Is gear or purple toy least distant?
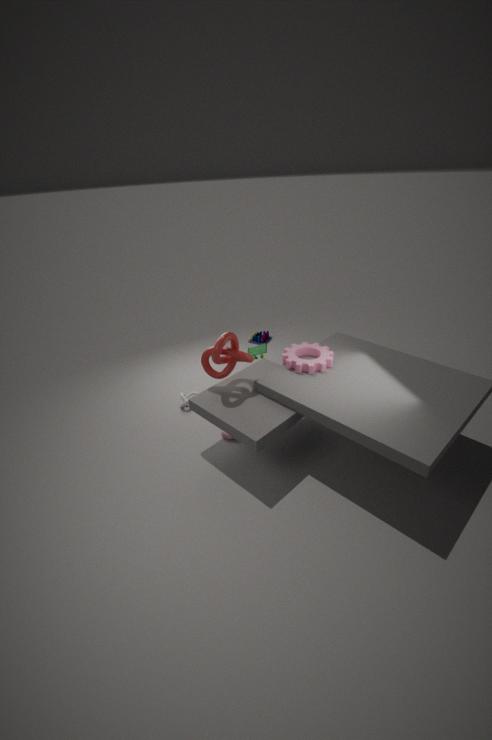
gear
